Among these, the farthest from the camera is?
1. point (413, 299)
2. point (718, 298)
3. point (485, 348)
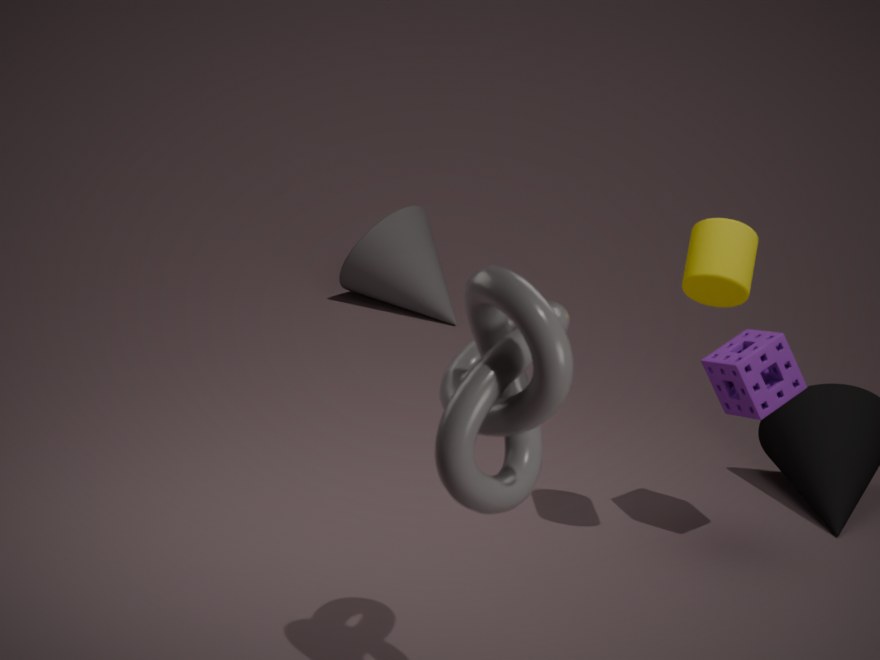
point (413, 299)
